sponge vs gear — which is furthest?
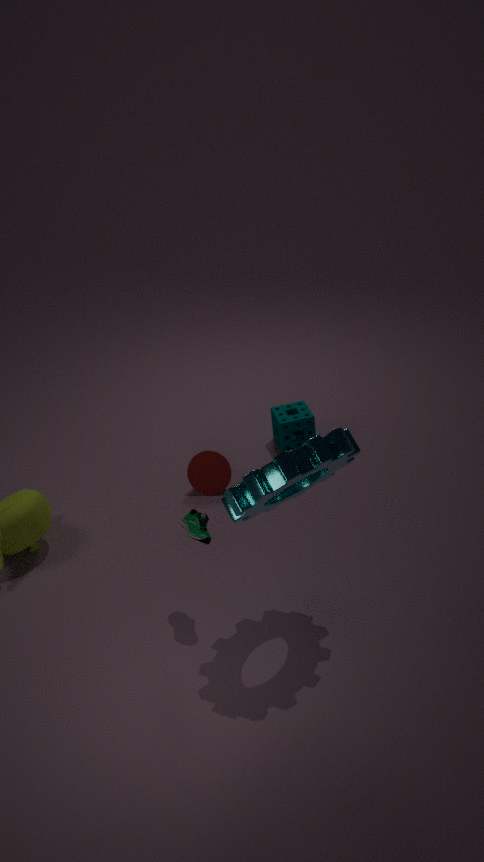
sponge
